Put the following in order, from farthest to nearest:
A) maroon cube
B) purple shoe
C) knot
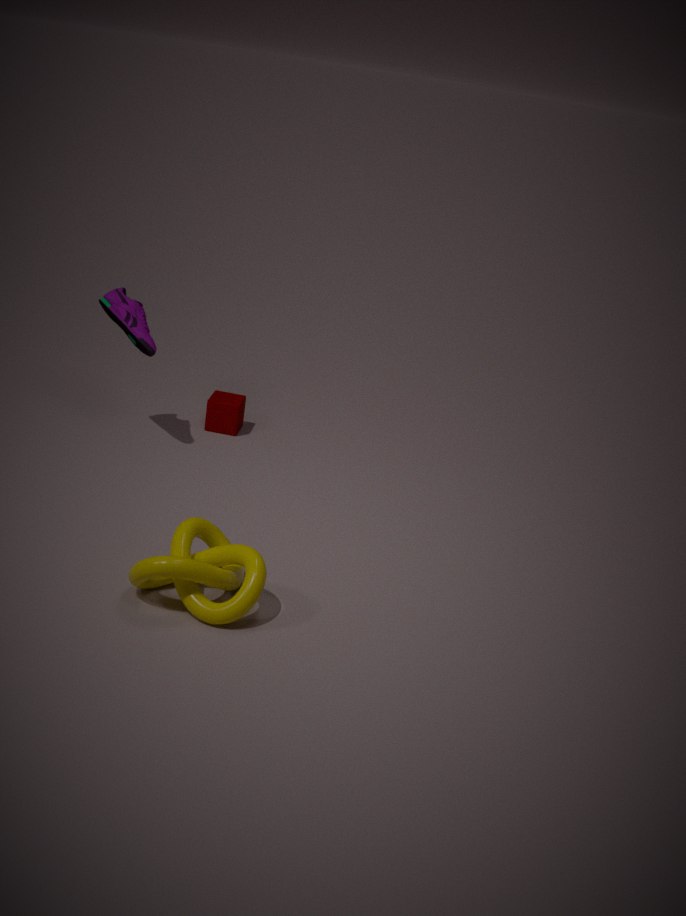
A. maroon cube < B. purple shoe < C. knot
